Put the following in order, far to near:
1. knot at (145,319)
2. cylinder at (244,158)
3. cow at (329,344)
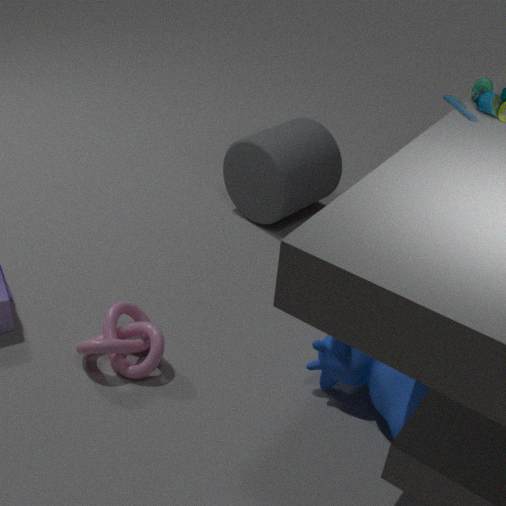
cylinder at (244,158) < knot at (145,319) < cow at (329,344)
